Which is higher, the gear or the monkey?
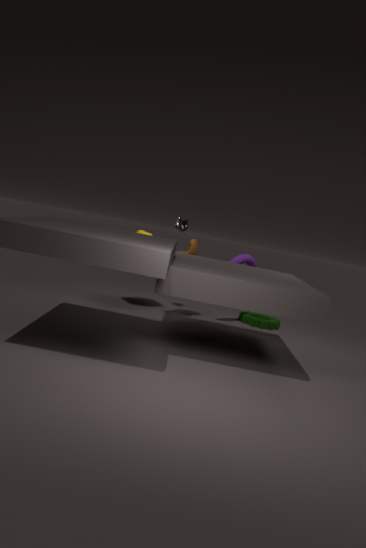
the monkey
